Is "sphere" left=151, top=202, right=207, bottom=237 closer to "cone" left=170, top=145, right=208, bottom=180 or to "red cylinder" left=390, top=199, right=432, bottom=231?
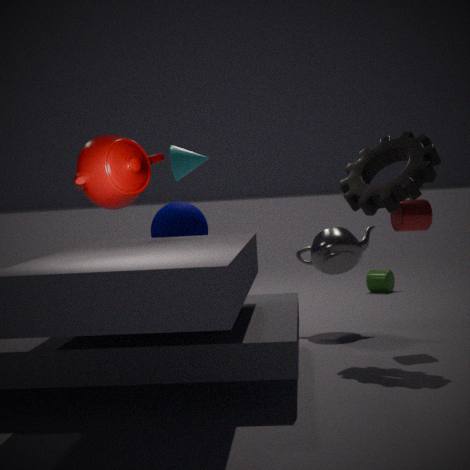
"cone" left=170, top=145, right=208, bottom=180
